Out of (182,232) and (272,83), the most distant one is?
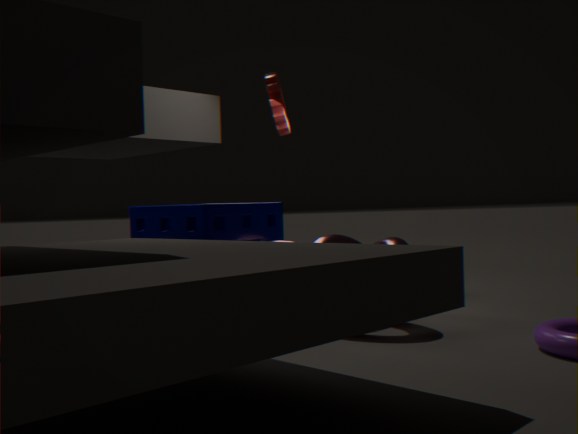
(272,83)
